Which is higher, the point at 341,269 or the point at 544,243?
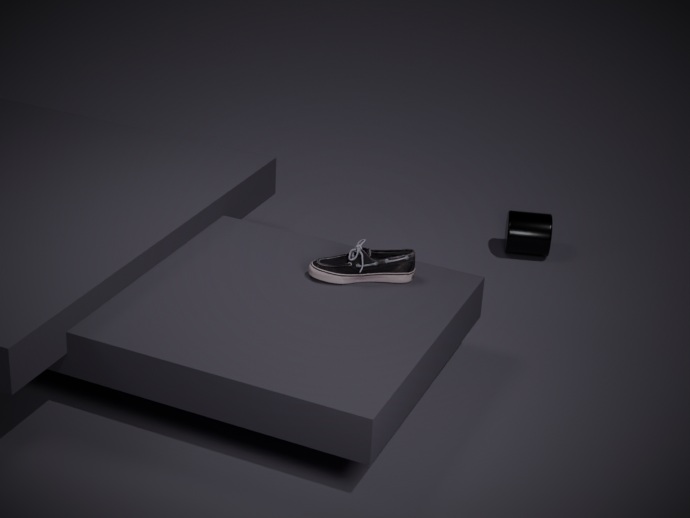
the point at 341,269
